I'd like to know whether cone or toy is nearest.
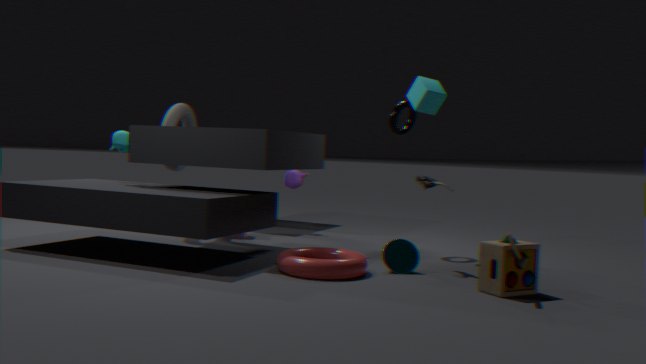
toy
